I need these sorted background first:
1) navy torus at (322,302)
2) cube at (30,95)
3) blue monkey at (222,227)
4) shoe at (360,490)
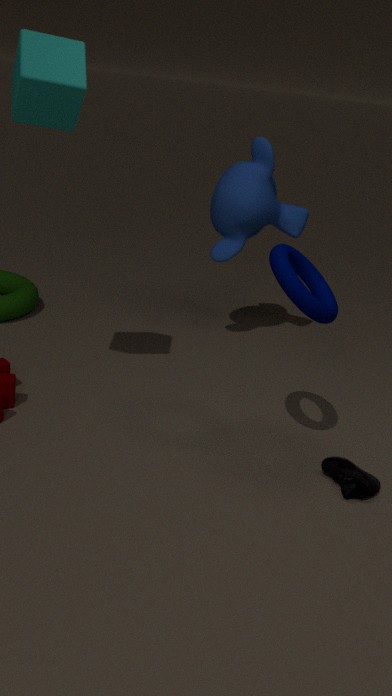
3. blue monkey at (222,227) → 4. shoe at (360,490) → 1. navy torus at (322,302) → 2. cube at (30,95)
